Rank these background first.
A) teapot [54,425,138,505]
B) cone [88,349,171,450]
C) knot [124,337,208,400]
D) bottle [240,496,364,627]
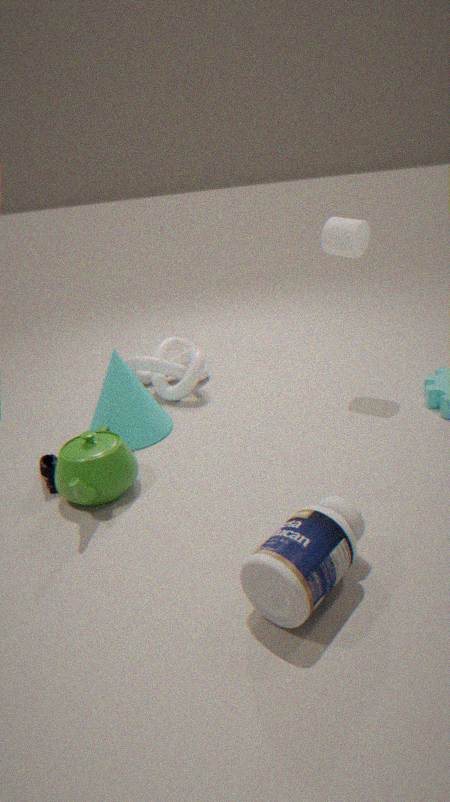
knot [124,337,208,400], cone [88,349,171,450], teapot [54,425,138,505], bottle [240,496,364,627]
